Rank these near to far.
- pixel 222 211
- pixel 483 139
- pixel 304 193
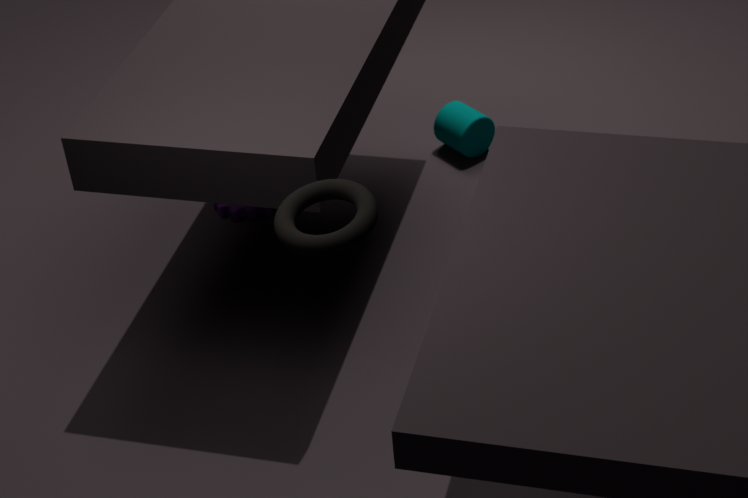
pixel 304 193
pixel 222 211
pixel 483 139
